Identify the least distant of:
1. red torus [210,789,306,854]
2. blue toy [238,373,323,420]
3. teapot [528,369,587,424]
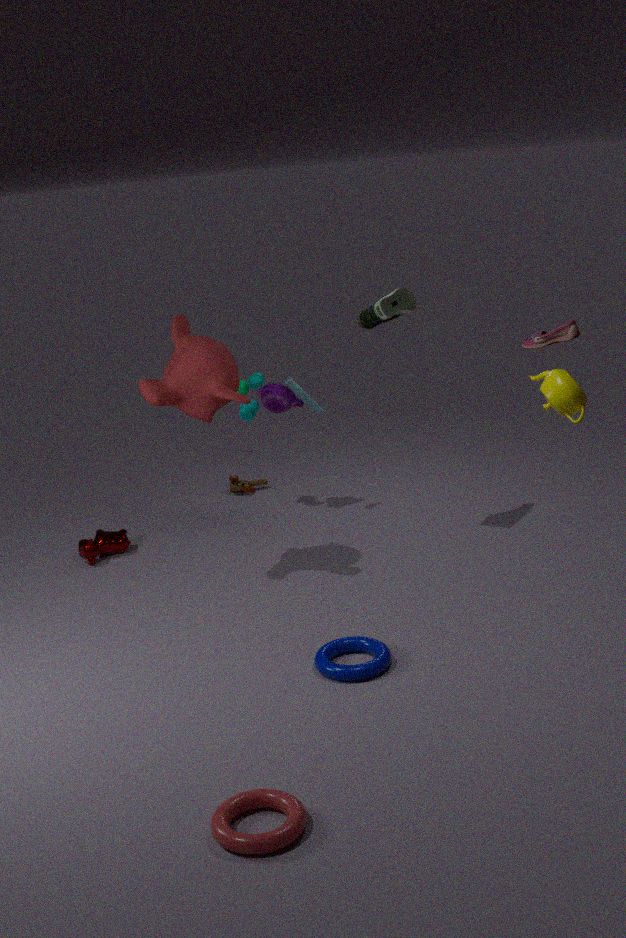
red torus [210,789,306,854]
